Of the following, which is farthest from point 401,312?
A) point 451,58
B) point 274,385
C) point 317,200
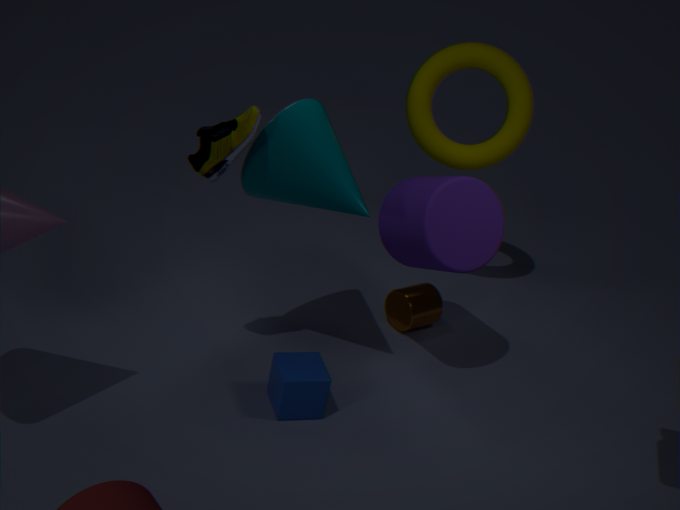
point 317,200
